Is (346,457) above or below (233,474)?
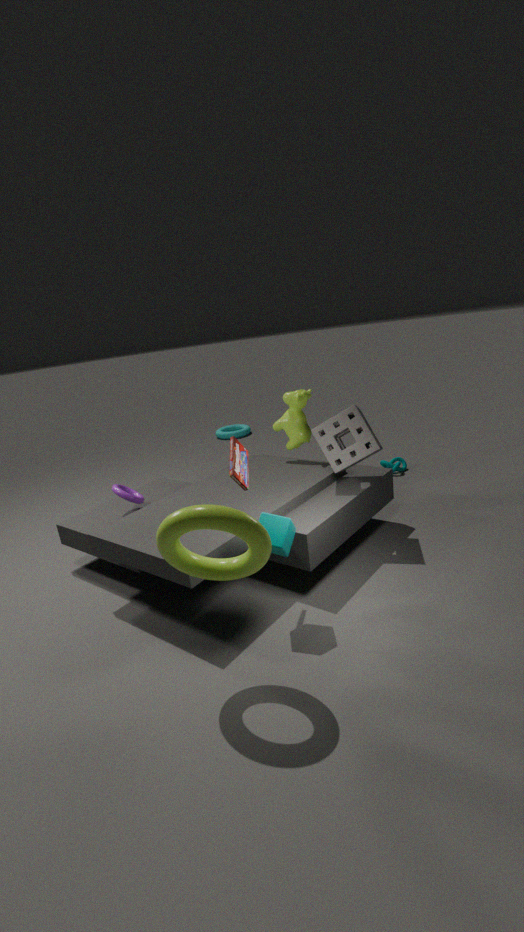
below
